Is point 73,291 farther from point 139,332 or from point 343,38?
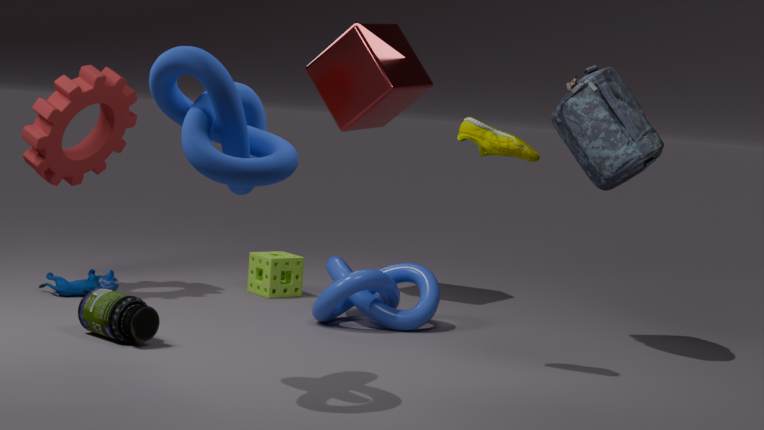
point 343,38
